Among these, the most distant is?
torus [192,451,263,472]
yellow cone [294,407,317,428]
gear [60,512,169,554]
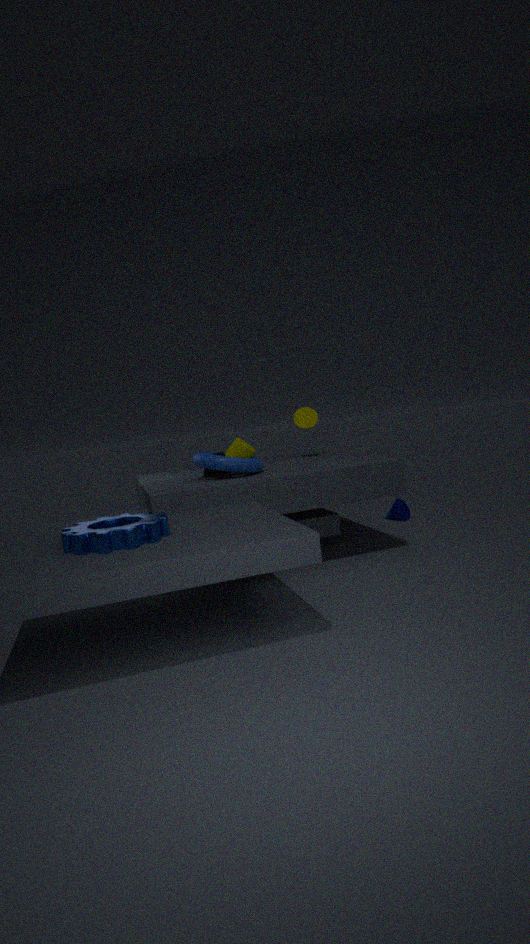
yellow cone [294,407,317,428]
